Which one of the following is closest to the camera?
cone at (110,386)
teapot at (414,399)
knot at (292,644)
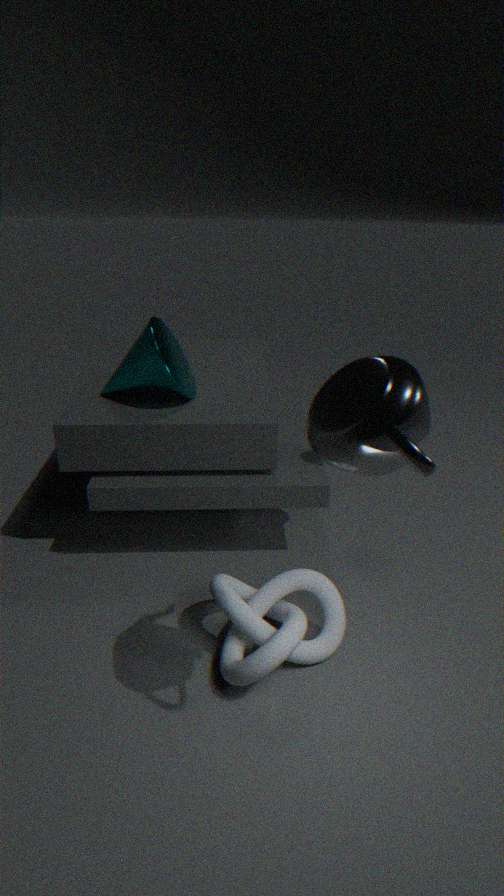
teapot at (414,399)
